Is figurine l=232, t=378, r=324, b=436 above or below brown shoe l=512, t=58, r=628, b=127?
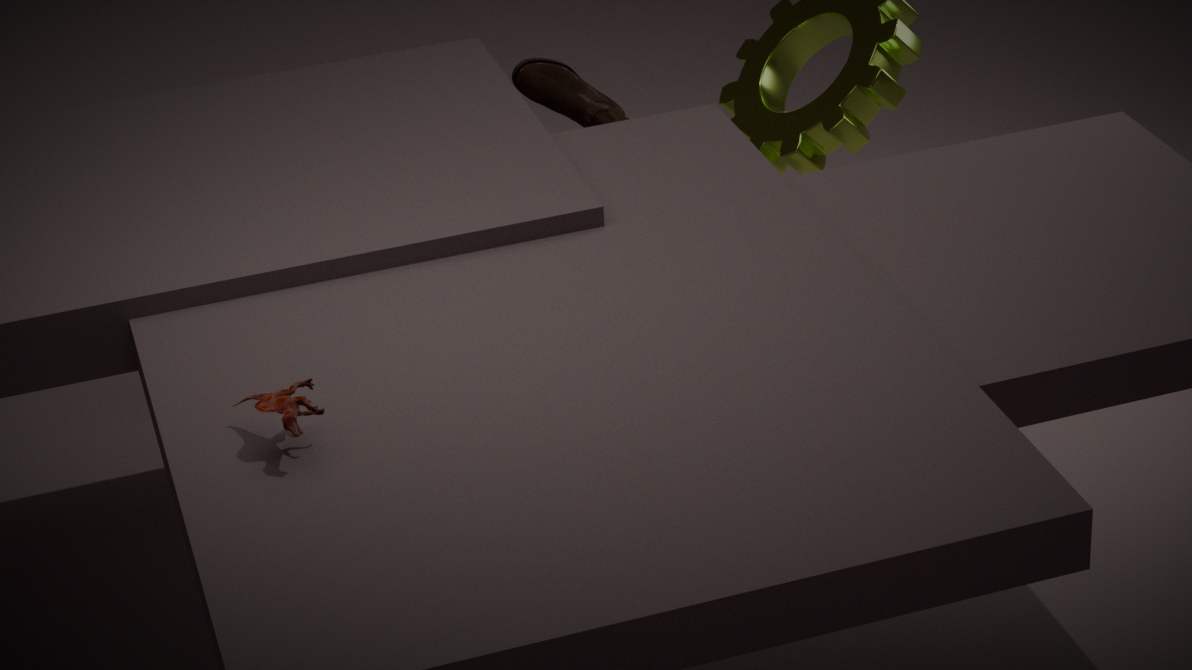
above
